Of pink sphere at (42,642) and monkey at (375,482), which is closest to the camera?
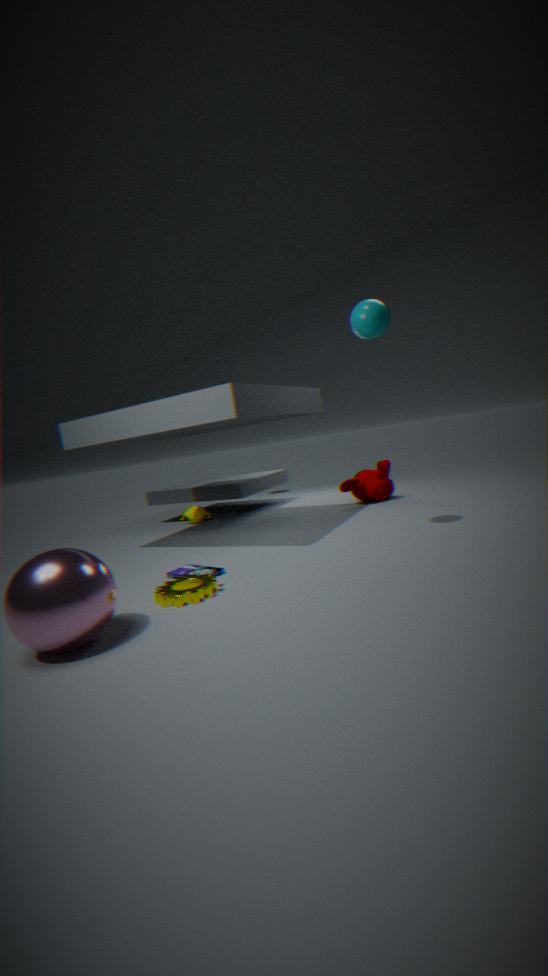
pink sphere at (42,642)
